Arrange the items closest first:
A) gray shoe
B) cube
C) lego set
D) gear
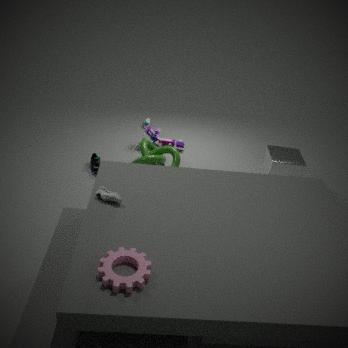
gear
gray shoe
cube
lego set
